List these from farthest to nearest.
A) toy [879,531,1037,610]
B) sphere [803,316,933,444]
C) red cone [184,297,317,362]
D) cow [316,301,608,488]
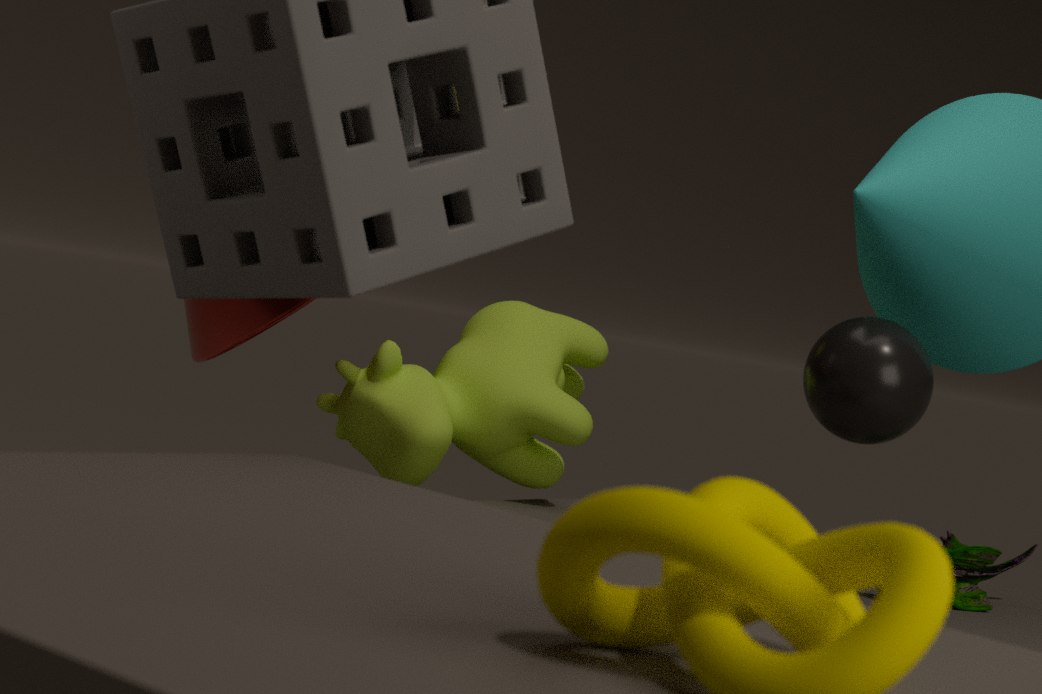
1. cow [316,301,608,488]
2. toy [879,531,1037,610]
3. red cone [184,297,317,362]
4. sphere [803,316,933,444]
